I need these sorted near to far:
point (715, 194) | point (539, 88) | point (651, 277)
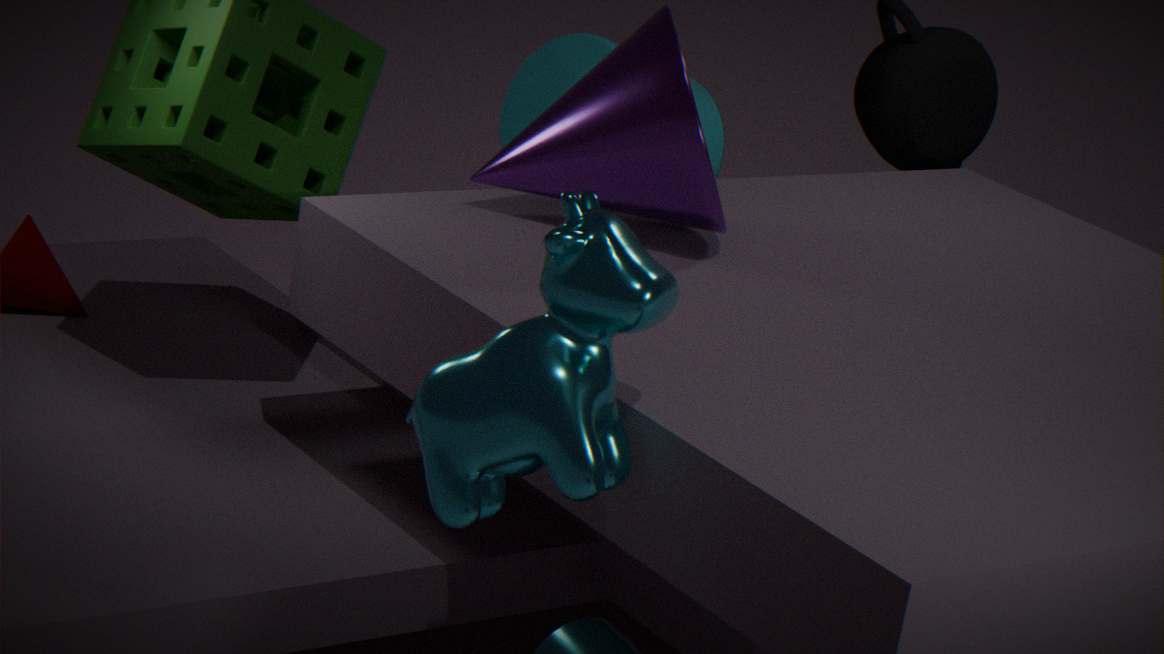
point (651, 277) → point (715, 194) → point (539, 88)
